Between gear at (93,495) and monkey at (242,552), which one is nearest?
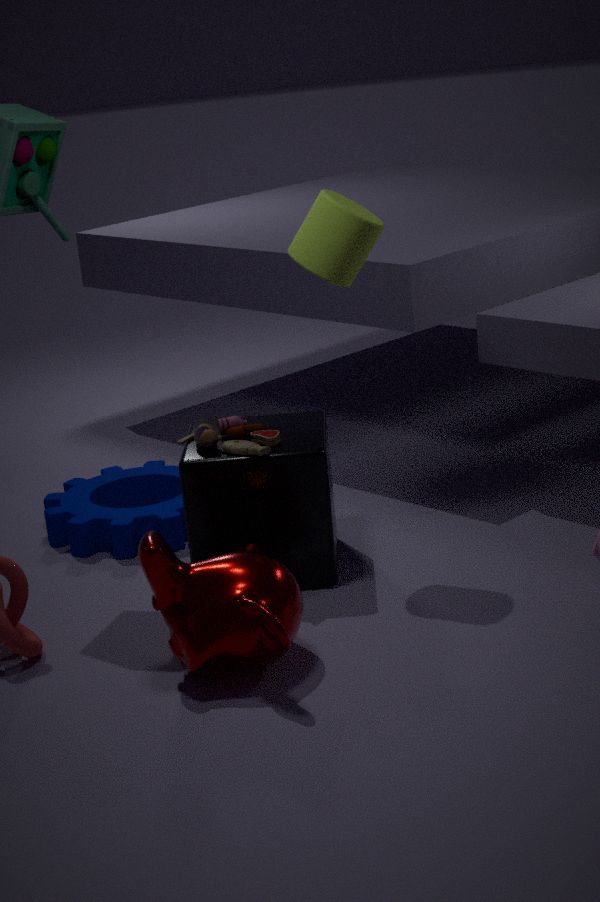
monkey at (242,552)
